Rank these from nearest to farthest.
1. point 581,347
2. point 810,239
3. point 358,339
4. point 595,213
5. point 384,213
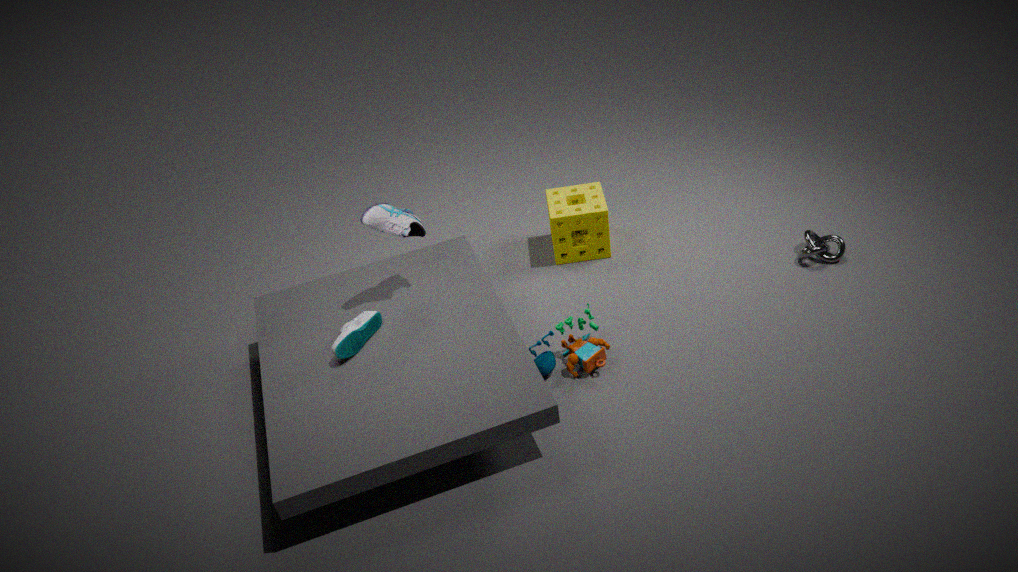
1. point 358,339
2. point 384,213
3. point 581,347
4. point 810,239
5. point 595,213
